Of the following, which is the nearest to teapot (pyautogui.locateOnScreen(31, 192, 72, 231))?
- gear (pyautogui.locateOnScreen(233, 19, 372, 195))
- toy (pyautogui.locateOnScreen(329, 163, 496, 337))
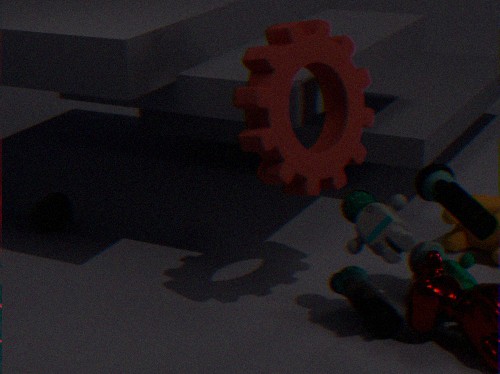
gear (pyautogui.locateOnScreen(233, 19, 372, 195))
